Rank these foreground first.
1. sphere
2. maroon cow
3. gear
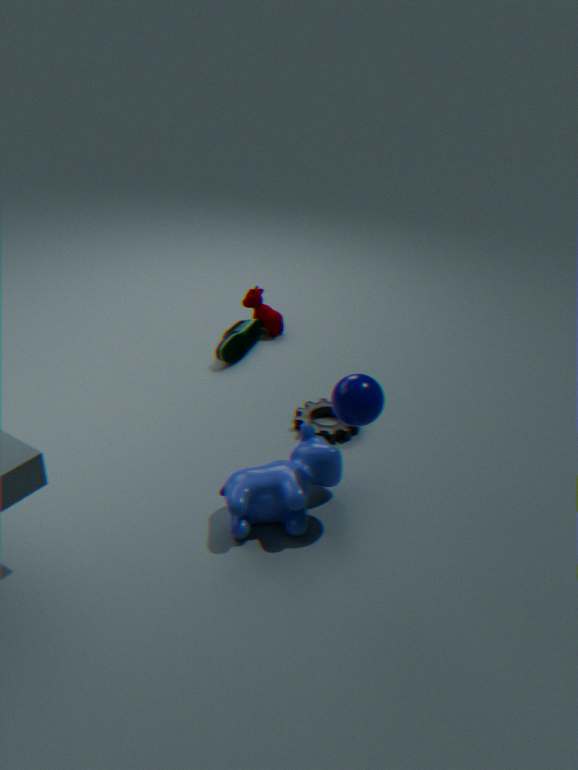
sphere, gear, maroon cow
